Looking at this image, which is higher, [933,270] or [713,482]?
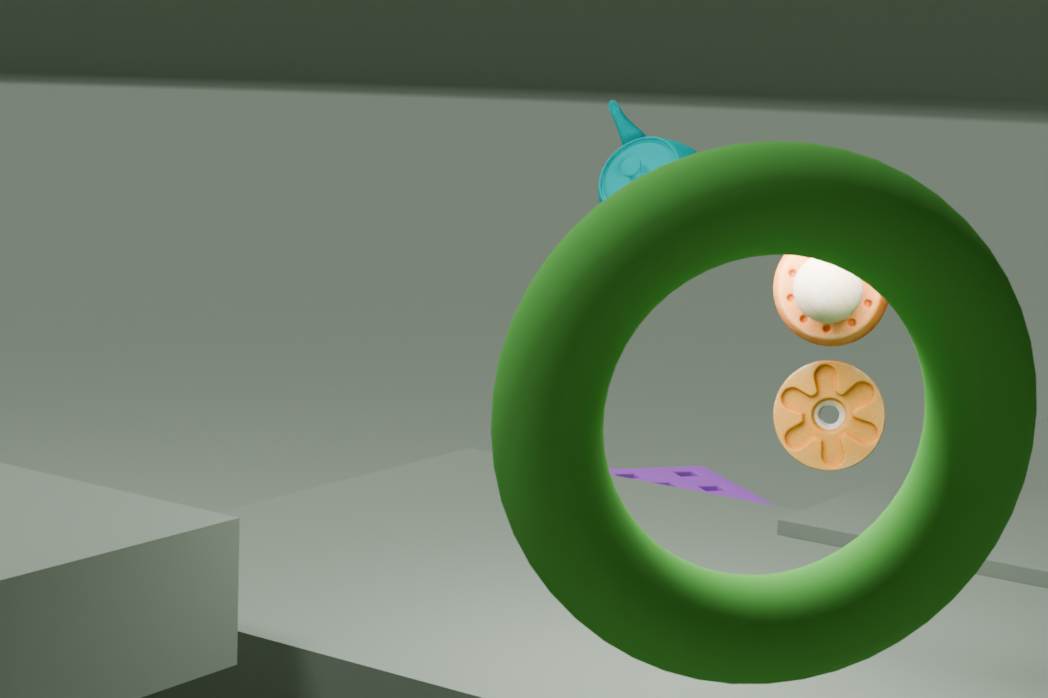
[933,270]
